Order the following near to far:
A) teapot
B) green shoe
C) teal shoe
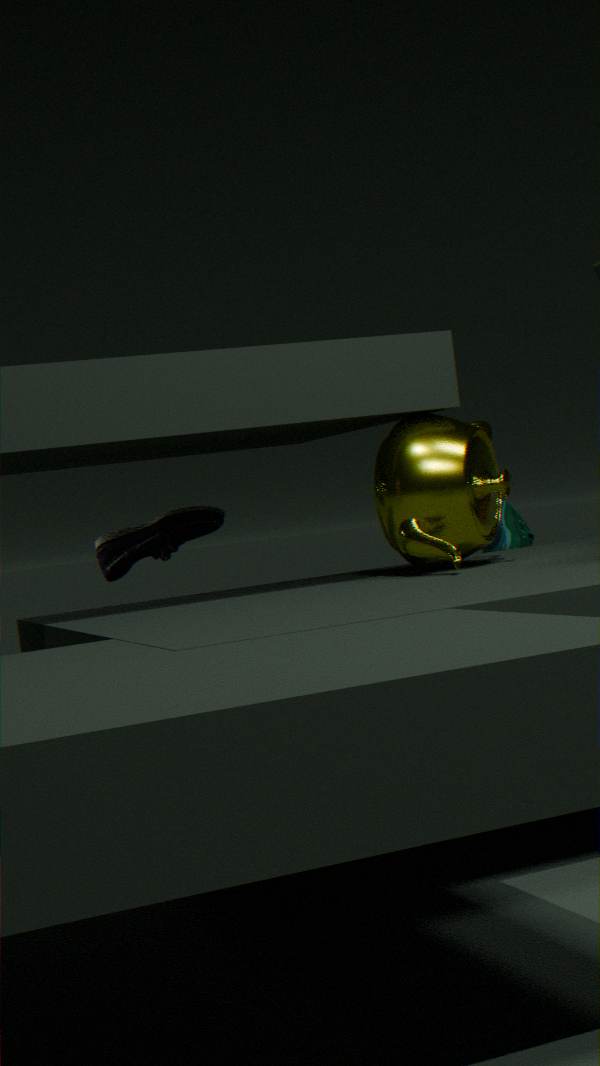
teapot, green shoe, teal shoe
